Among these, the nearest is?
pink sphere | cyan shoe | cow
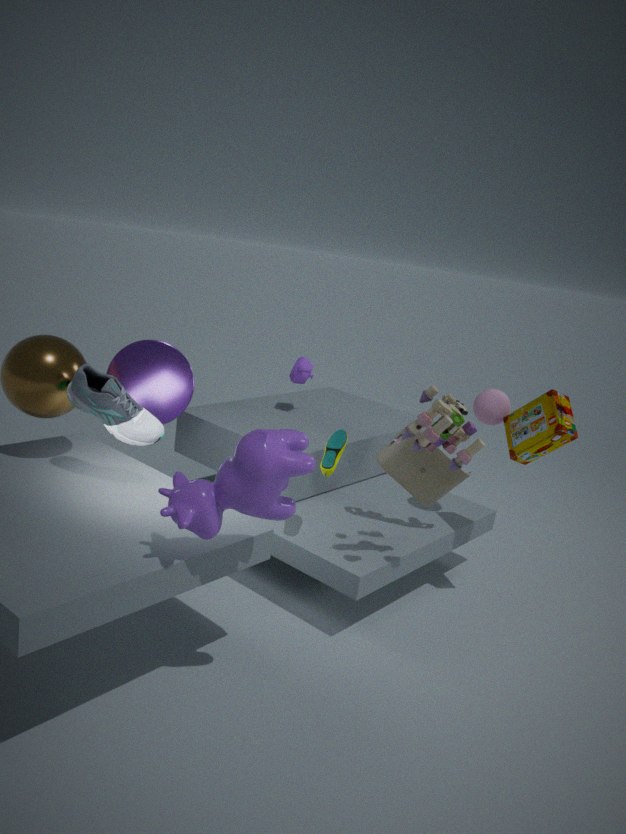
cow
